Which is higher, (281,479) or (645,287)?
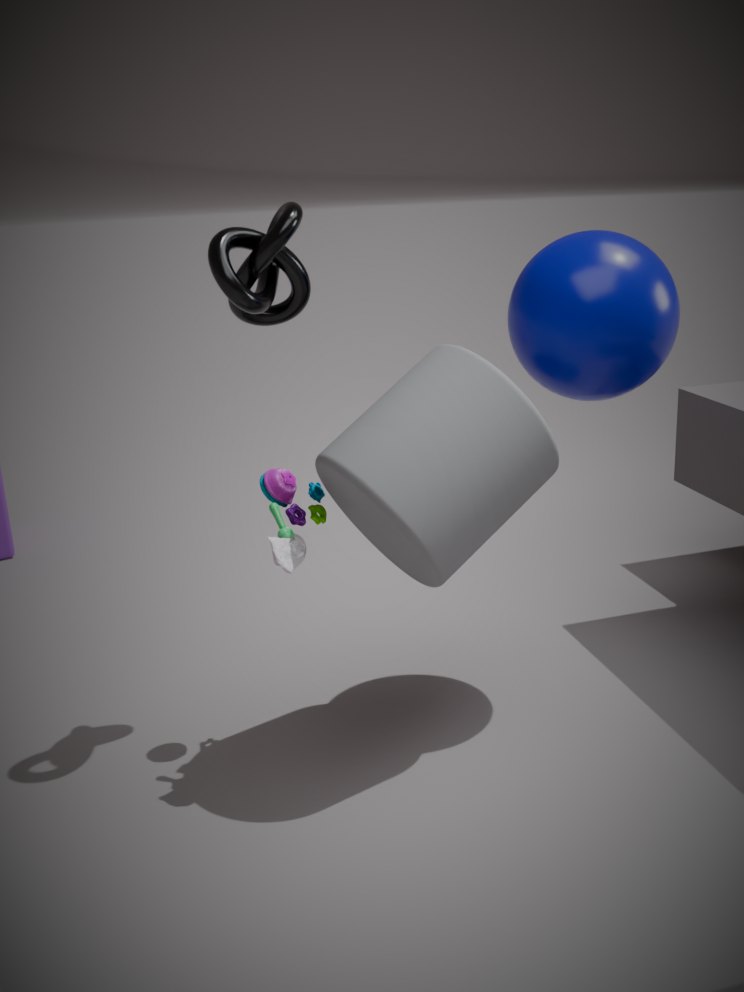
(645,287)
